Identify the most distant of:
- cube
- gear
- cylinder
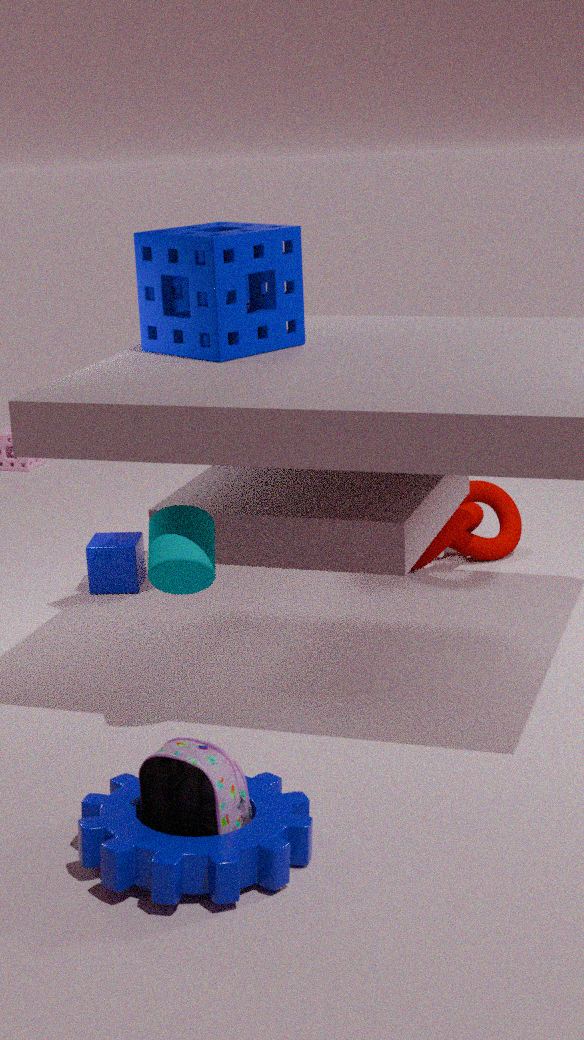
cube
